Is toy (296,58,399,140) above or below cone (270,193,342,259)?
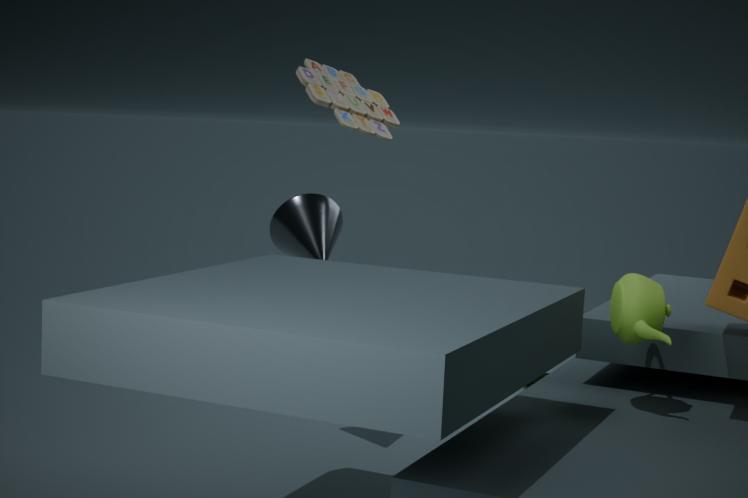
above
